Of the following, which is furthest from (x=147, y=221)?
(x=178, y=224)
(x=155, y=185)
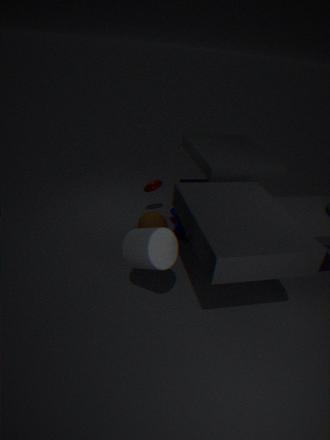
(x=155, y=185)
